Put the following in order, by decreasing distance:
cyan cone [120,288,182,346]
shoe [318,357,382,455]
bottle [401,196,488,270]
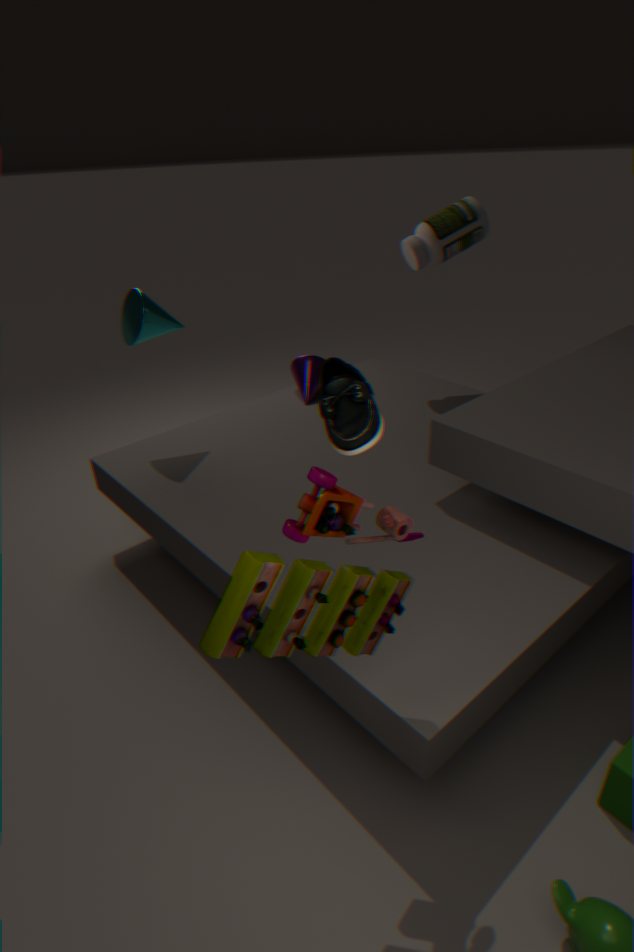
bottle [401,196,488,270], cyan cone [120,288,182,346], shoe [318,357,382,455]
